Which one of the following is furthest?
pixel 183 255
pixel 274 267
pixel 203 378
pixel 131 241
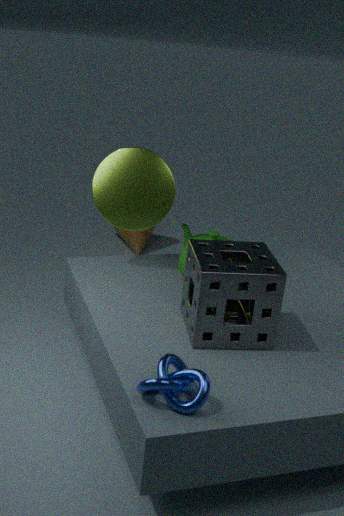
pixel 131 241
